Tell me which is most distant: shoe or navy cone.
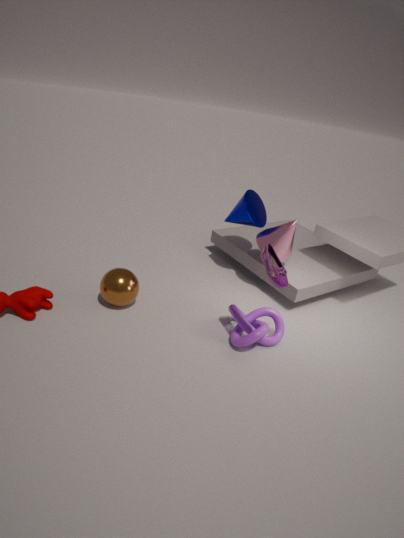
navy cone
